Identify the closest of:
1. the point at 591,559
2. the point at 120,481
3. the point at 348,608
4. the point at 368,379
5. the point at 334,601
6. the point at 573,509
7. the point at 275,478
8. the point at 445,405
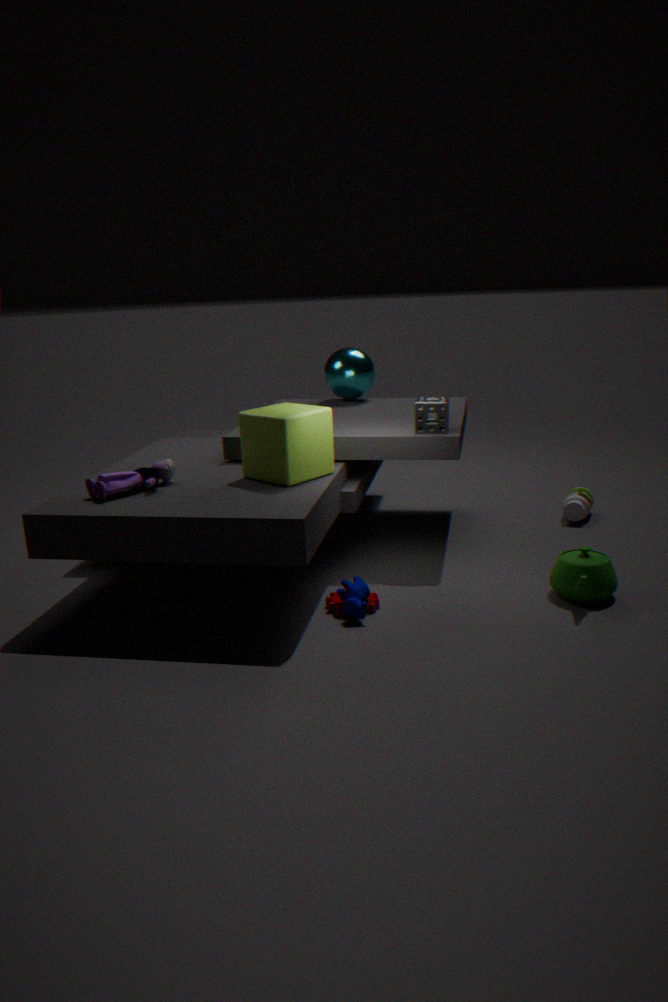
the point at 348,608
